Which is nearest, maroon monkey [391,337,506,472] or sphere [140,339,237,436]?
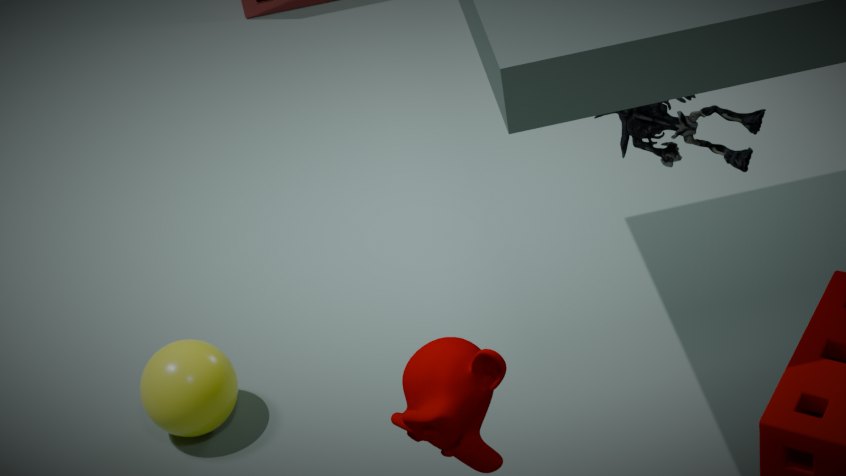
maroon monkey [391,337,506,472]
